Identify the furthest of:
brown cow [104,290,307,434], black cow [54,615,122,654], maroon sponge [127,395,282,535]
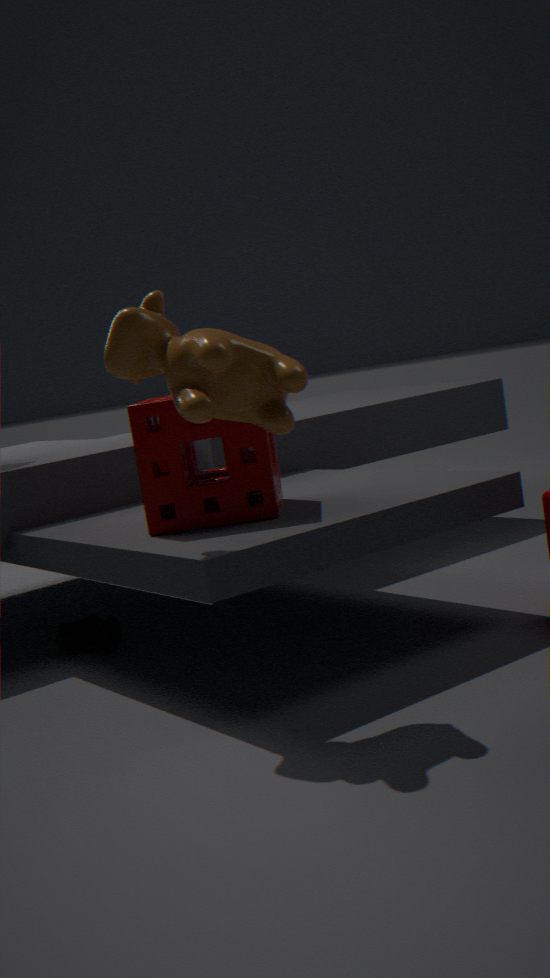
black cow [54,615,122,654]
